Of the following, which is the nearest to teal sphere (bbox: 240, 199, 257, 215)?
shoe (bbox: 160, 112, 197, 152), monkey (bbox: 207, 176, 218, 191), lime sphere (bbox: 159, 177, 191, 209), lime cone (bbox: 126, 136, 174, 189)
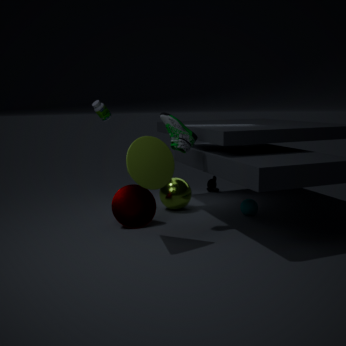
lime sphere (bbox: 159, 177, 191, 209)
